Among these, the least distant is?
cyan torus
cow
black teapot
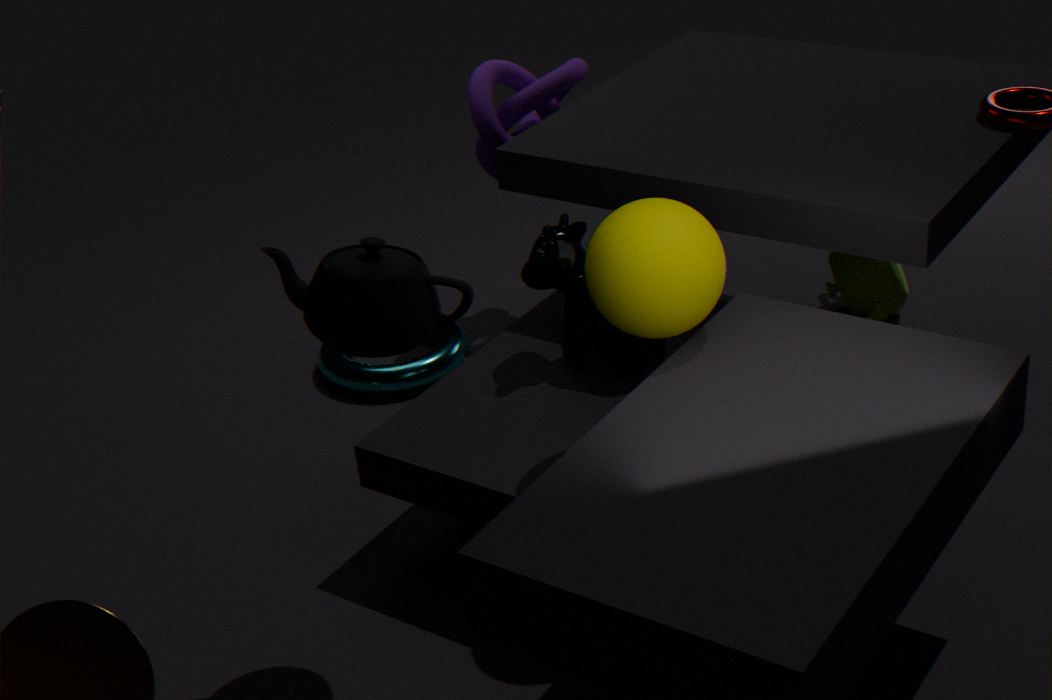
black teapot
